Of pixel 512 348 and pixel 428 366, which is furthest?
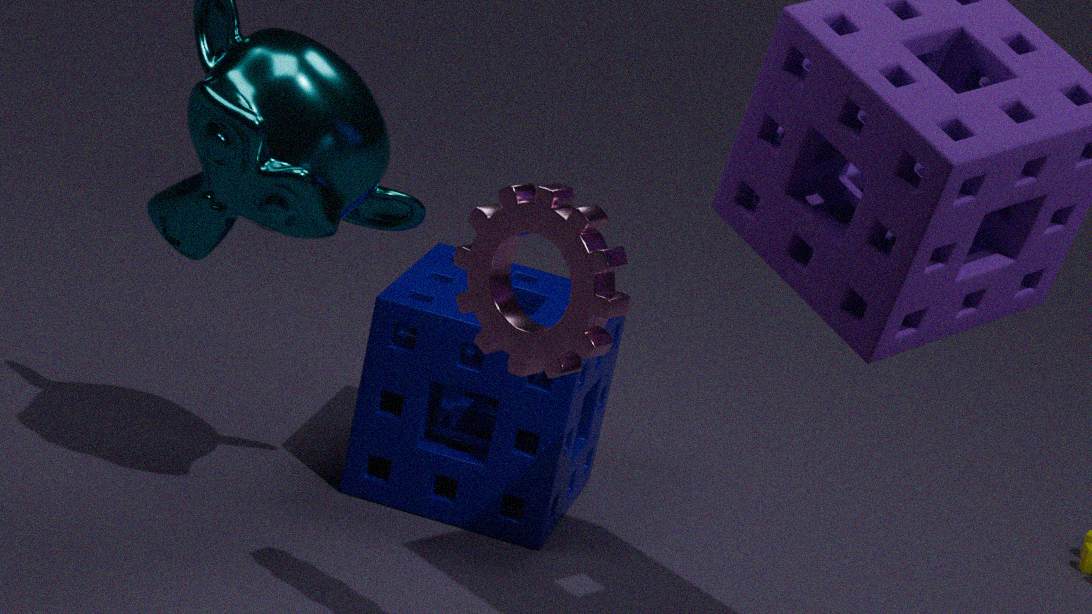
pixel 428 366
